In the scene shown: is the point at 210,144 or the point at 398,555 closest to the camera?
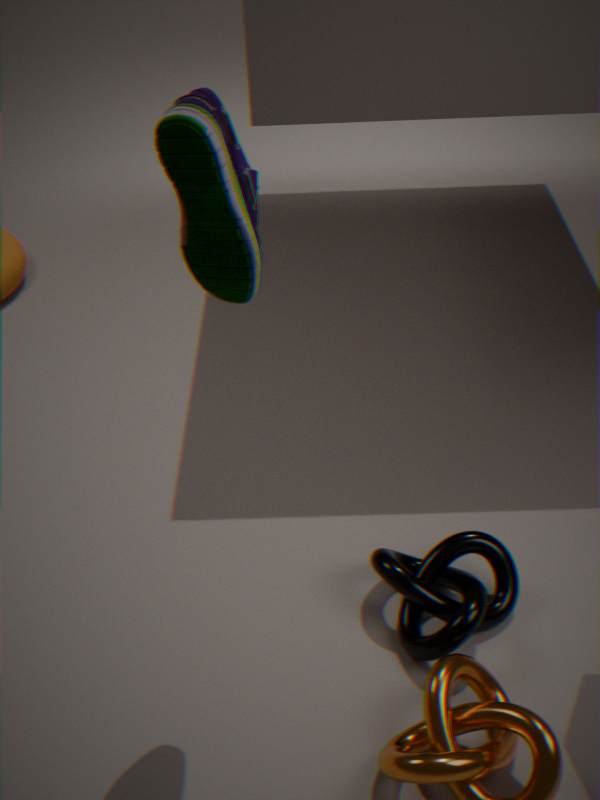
the point at 210,144
